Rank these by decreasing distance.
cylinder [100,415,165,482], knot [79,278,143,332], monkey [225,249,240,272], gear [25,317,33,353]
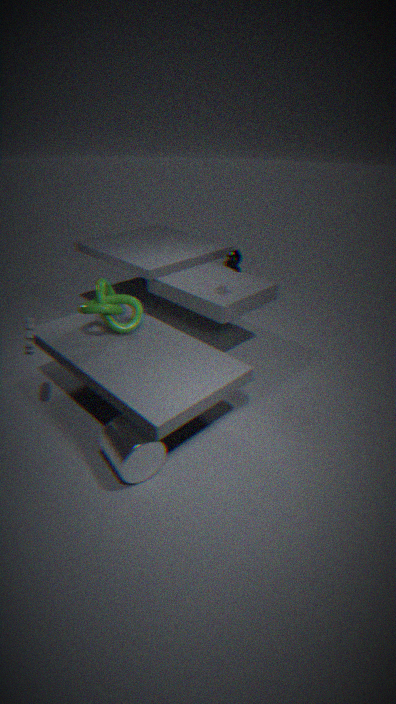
monkey [225,249,240,272] → knot [79,278,143,332] → gear [25,317,33,353] → cylinder [100,415,165,482]
